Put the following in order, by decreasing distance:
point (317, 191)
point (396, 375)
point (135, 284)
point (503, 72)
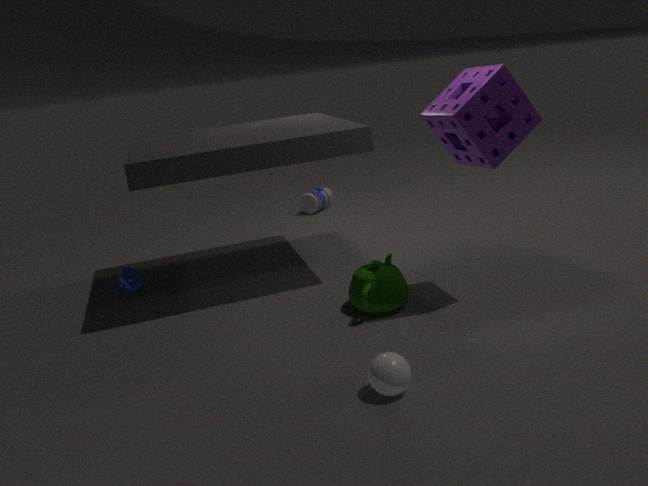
point (317, 191)
point (135, 284)
point (503, 72)
point (396, 375)
